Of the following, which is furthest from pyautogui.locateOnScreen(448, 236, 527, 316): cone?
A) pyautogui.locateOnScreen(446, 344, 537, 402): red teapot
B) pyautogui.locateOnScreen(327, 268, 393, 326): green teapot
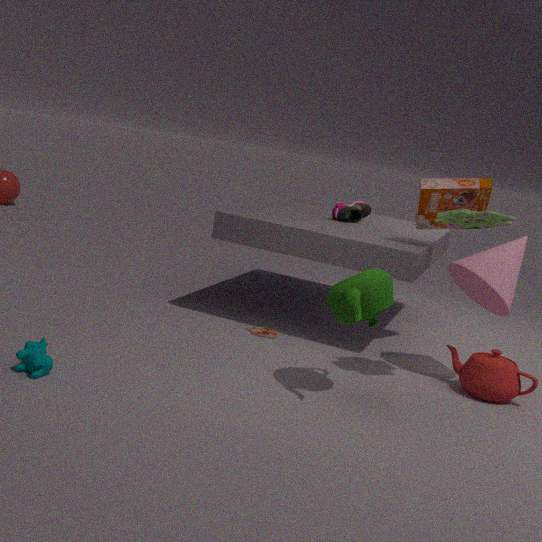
pyautogui.locateOnScreen(327, 268, 393, 326): green teapot
